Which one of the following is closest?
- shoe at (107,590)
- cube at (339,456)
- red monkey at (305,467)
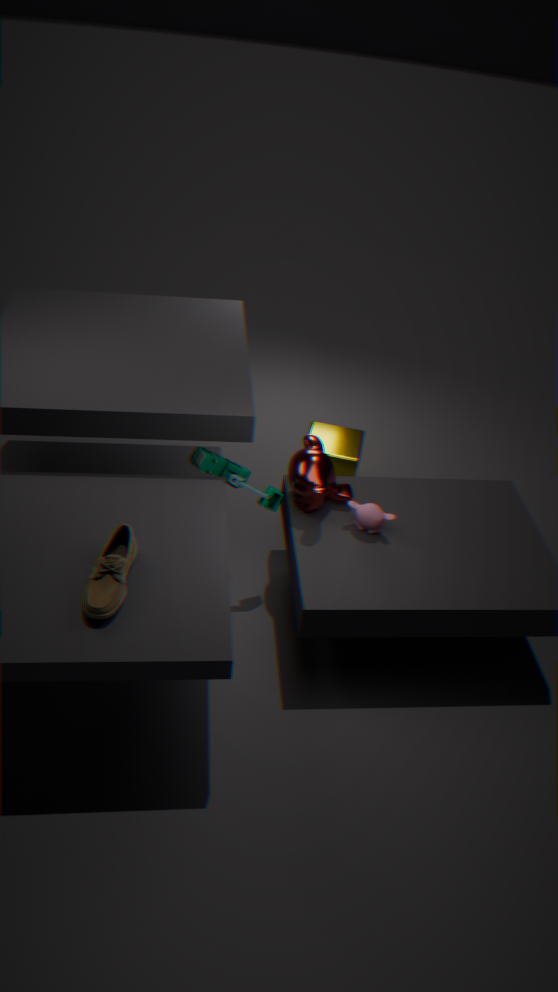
shoe at (107,590)
